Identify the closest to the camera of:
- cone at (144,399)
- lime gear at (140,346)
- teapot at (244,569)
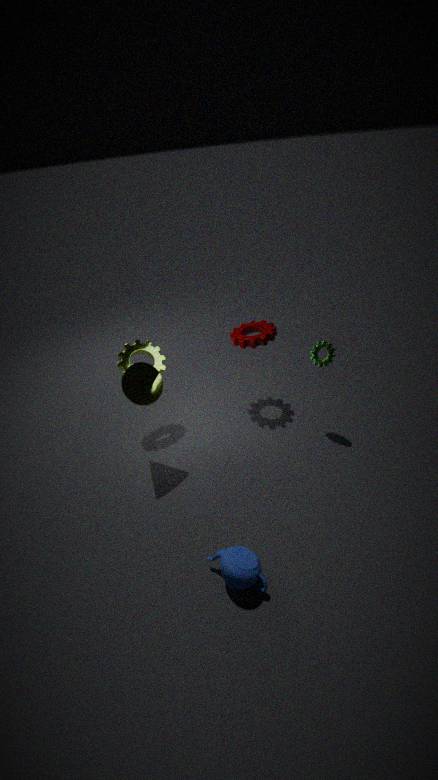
teapot at (244,569)
